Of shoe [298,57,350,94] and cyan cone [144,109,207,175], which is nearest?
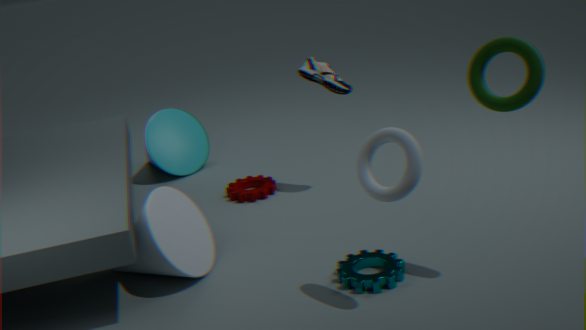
shoe [298,57,350,94]
